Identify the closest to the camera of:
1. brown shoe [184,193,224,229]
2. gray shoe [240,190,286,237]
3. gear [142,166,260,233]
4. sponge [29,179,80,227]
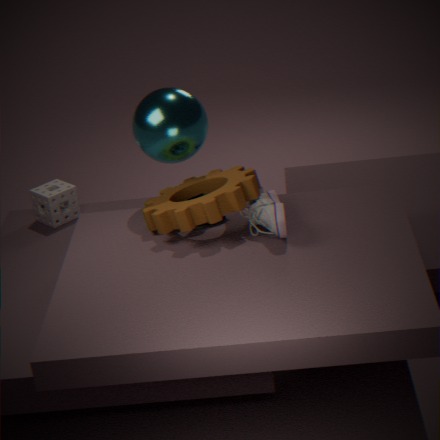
gray shoe [240,190,286,237]
